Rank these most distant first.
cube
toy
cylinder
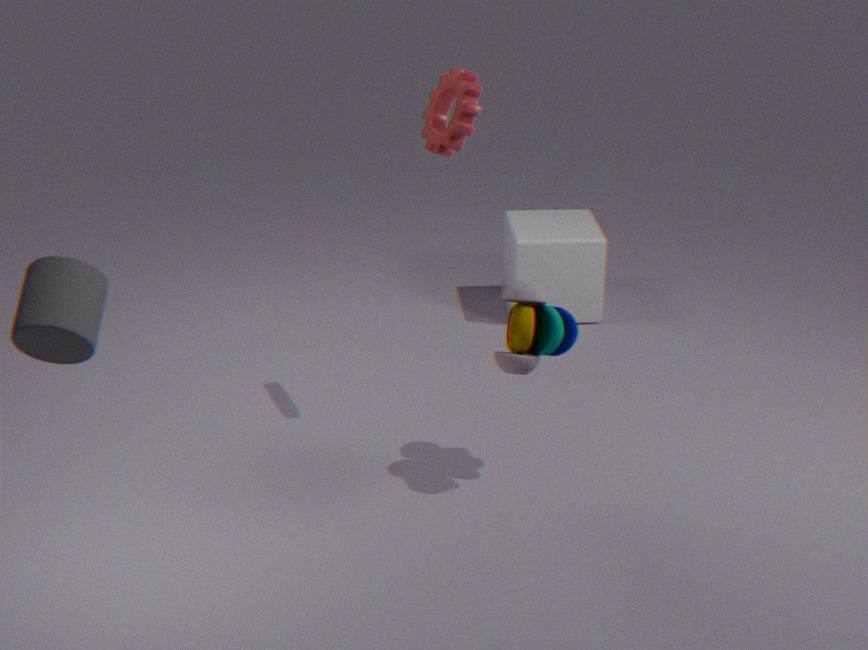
cube → toy → cylinder
